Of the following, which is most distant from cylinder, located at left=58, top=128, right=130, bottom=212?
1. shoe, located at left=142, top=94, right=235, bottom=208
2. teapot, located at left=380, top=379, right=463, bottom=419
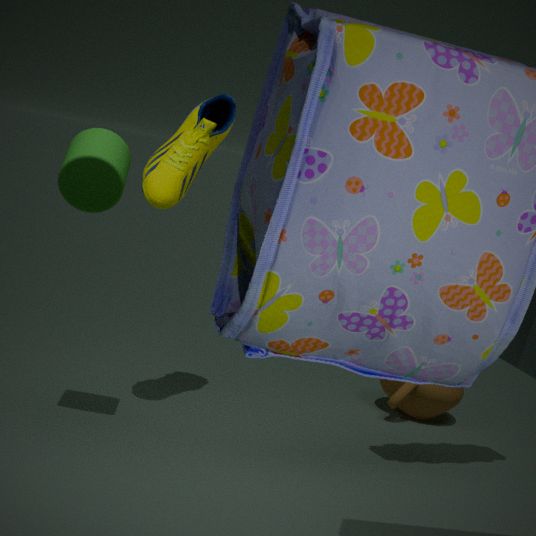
teapot, located at left=380, top=379, right=463, bottom=419
